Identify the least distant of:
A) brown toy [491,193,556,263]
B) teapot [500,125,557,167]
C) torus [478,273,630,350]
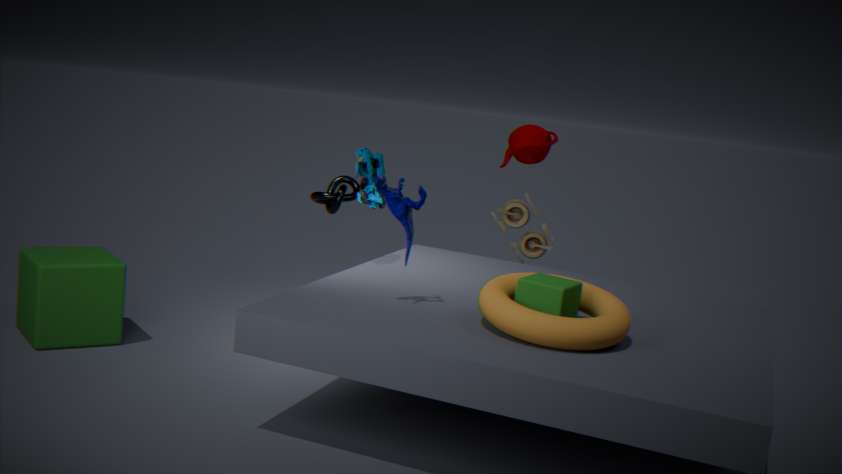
torus [478,273,630,350]
